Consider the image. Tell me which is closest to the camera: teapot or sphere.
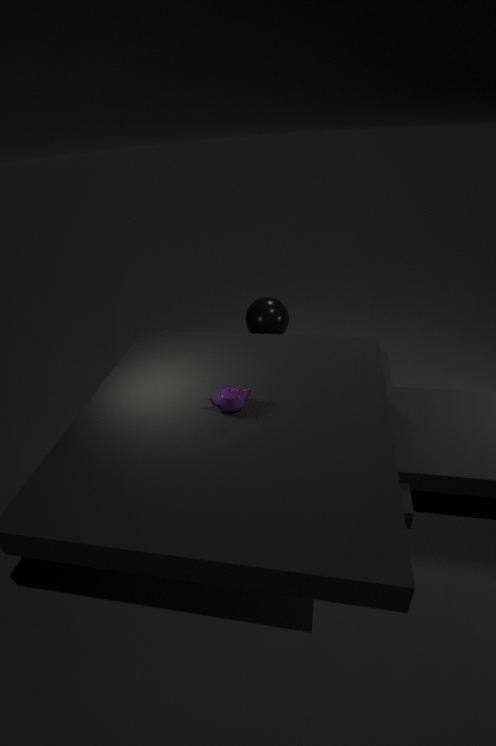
teapot
